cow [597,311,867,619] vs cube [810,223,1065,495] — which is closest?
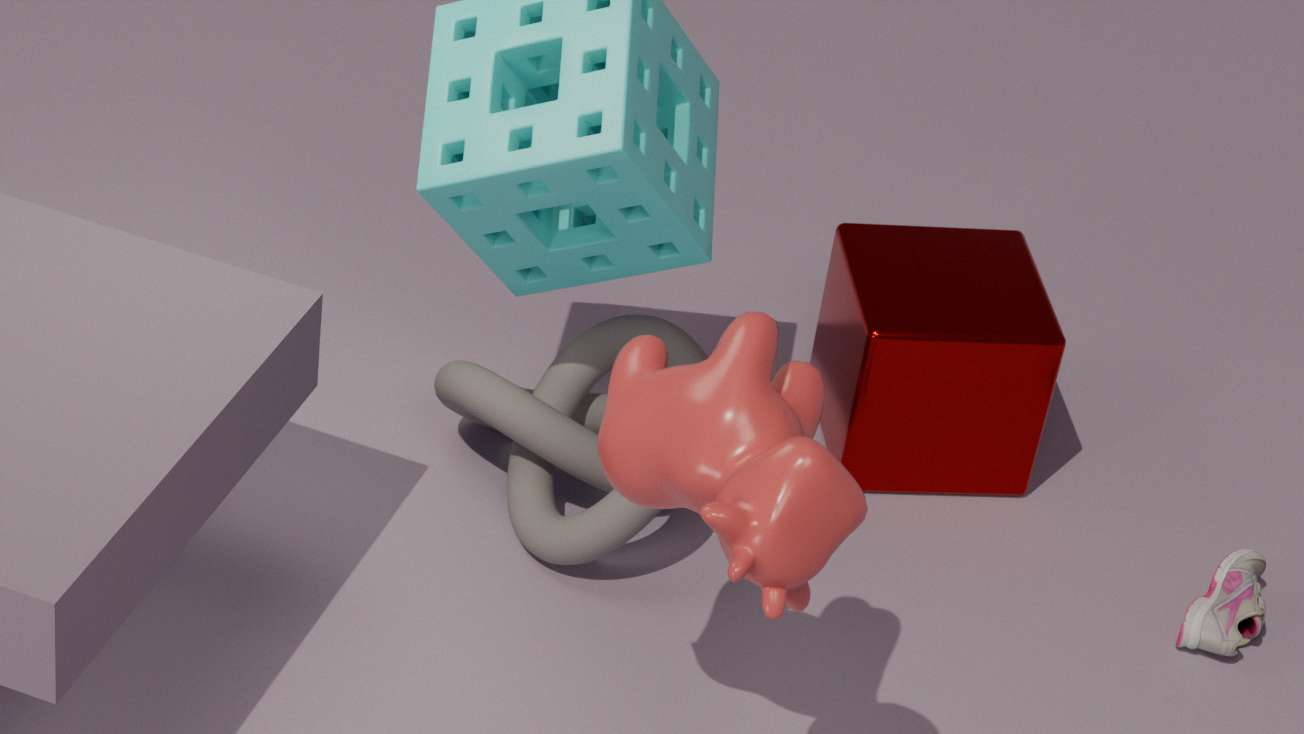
cow [597,311,867,619]
